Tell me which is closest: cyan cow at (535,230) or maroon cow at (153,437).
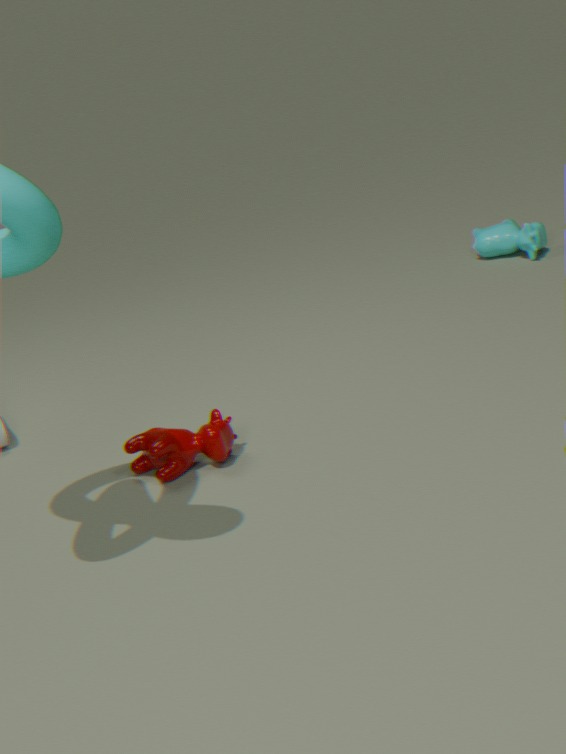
maroon cow at (153,437)
